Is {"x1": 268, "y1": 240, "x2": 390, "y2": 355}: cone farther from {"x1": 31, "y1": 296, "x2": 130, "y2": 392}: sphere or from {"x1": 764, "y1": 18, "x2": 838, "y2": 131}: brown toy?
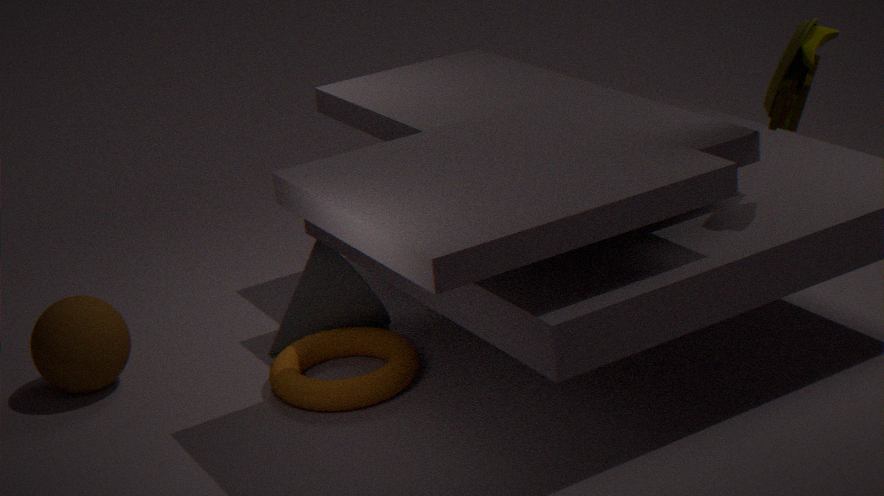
{"x1": 764, "y1": 18, "x2": 838, "y2": 131}: brown toy
